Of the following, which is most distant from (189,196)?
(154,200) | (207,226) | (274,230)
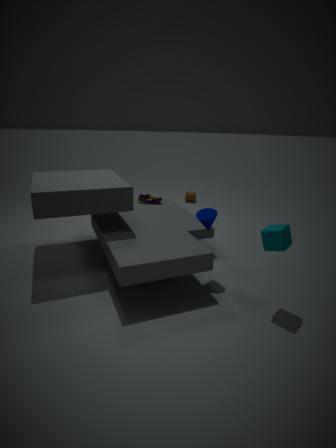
(274,230)
